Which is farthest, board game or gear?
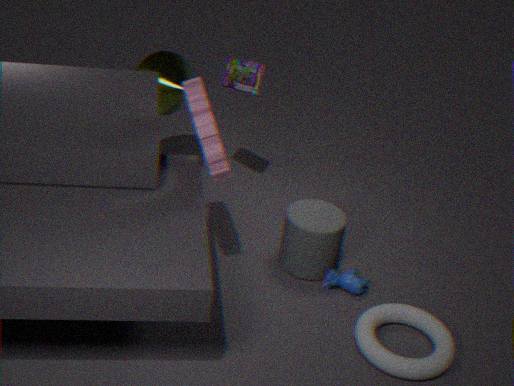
board game
